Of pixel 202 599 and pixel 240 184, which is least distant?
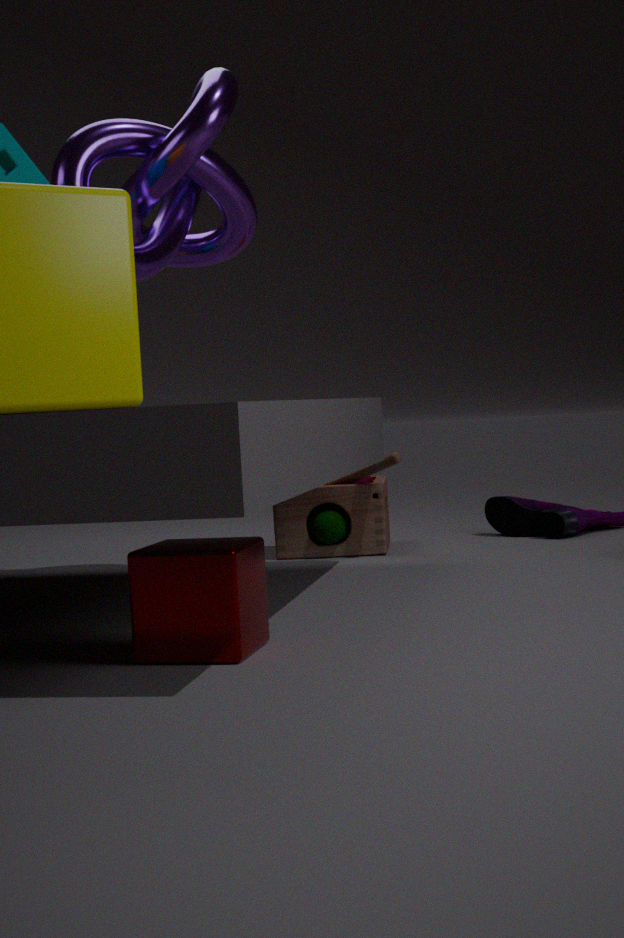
pixel 202 599
